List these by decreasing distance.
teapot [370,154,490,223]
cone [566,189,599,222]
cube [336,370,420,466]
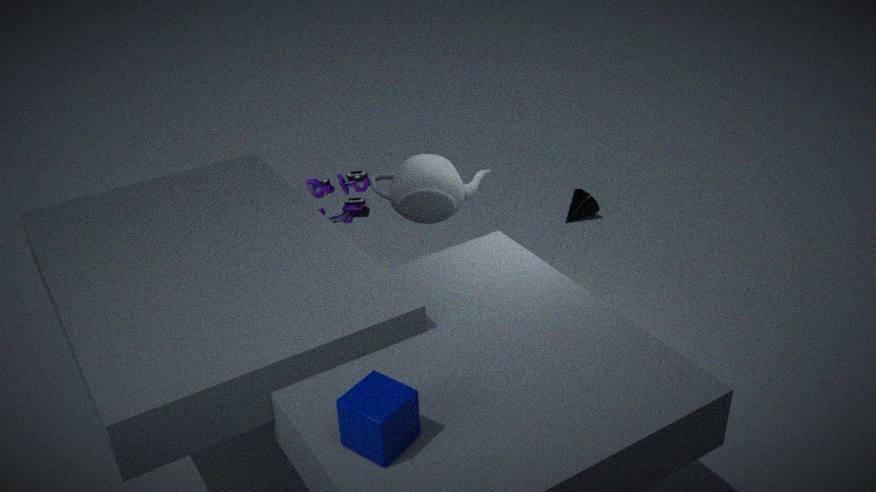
cone [566,189,599,222], teapot [370,154,490,223], cube [336,370,420,466]
